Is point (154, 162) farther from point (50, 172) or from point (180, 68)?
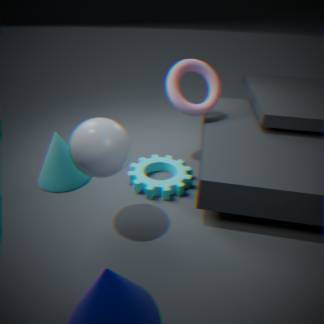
point (180, 68)
